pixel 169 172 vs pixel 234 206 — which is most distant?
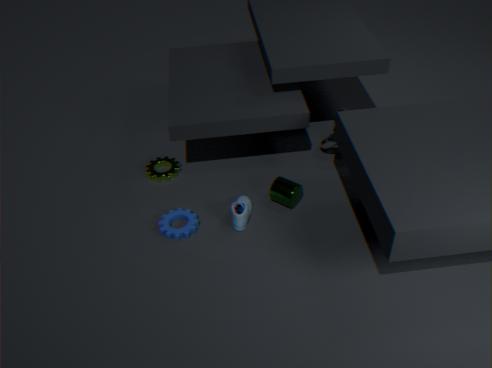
pixel 169 172
